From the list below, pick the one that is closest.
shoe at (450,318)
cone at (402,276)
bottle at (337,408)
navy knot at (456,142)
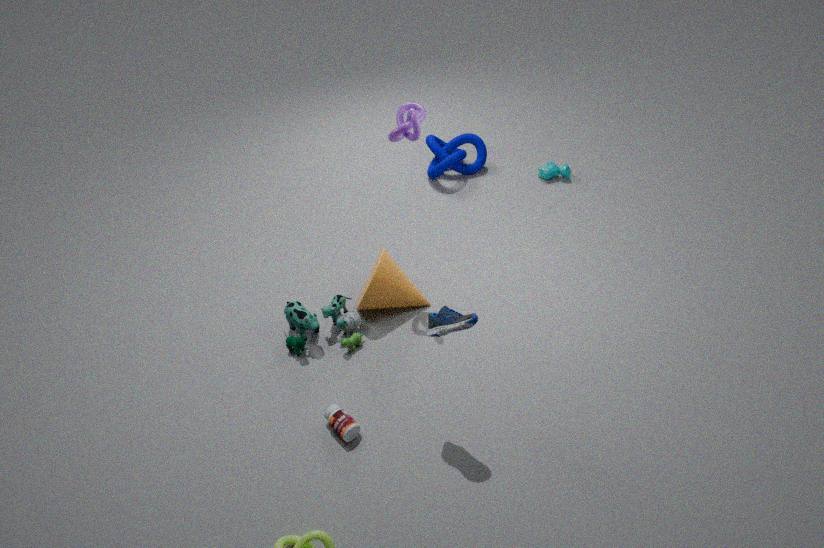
shoe at (450,318)
